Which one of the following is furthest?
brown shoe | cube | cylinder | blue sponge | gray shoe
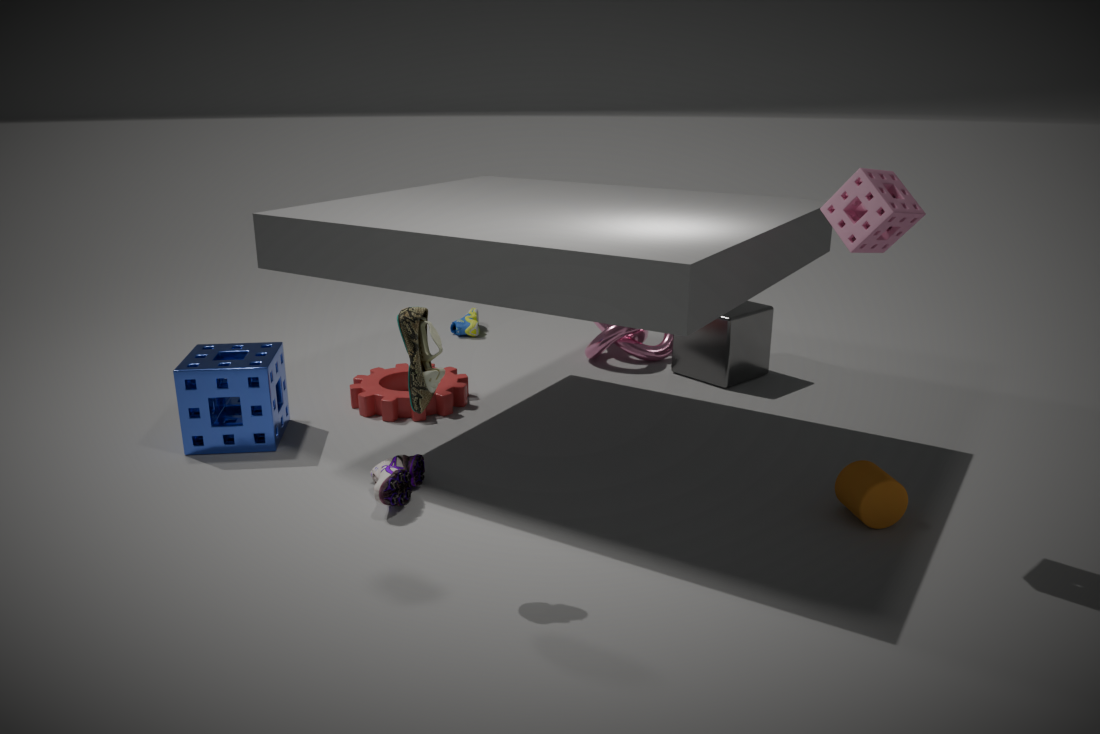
gray shoe
